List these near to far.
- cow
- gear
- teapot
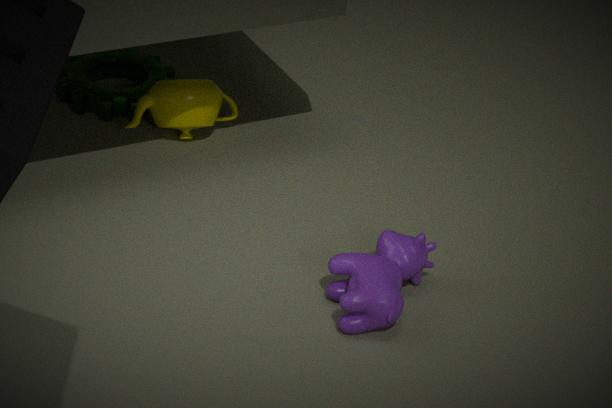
cow, teapot, gear
